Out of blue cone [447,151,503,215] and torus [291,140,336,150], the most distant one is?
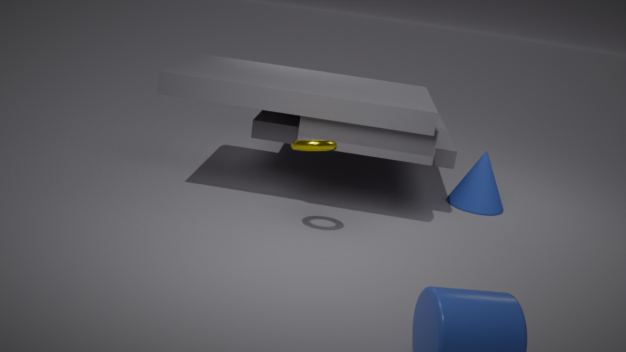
blue cone [447,151,503,215]
